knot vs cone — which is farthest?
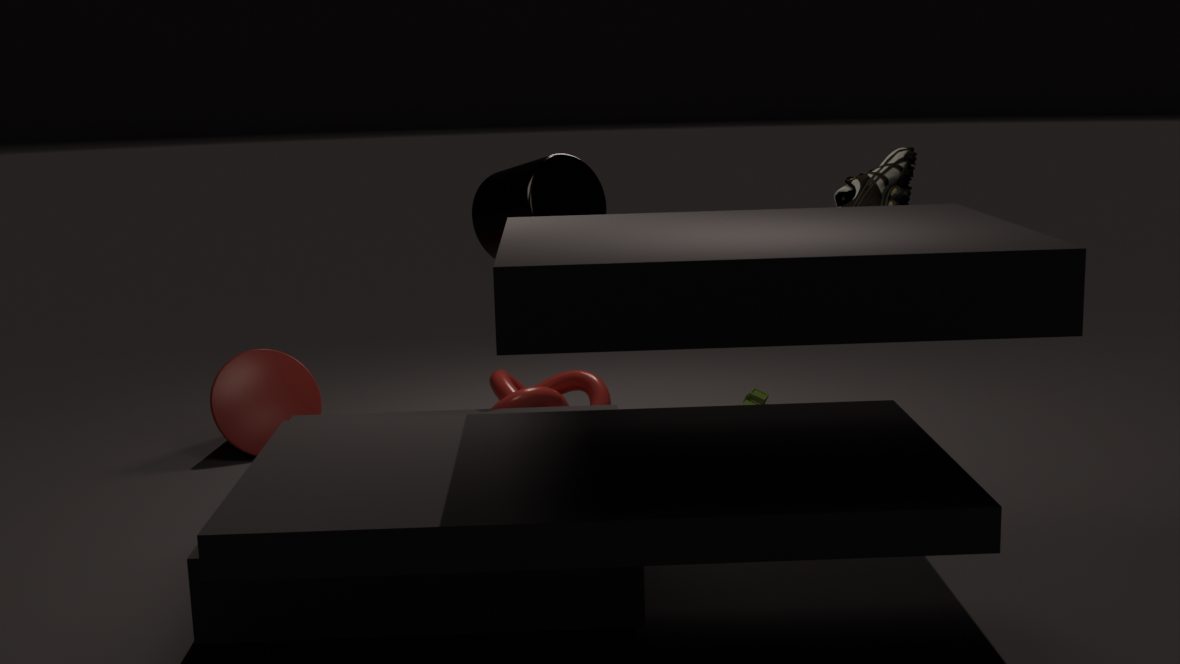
cone
